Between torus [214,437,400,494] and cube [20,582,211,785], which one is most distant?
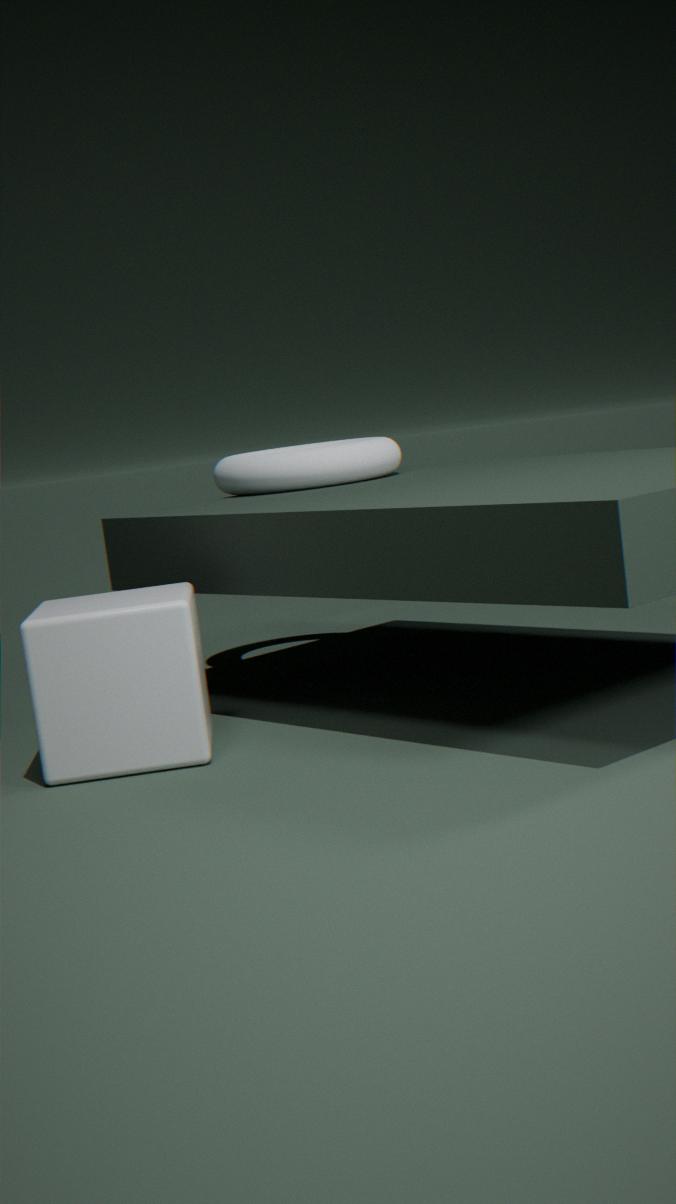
torus [214,437,400,494]
